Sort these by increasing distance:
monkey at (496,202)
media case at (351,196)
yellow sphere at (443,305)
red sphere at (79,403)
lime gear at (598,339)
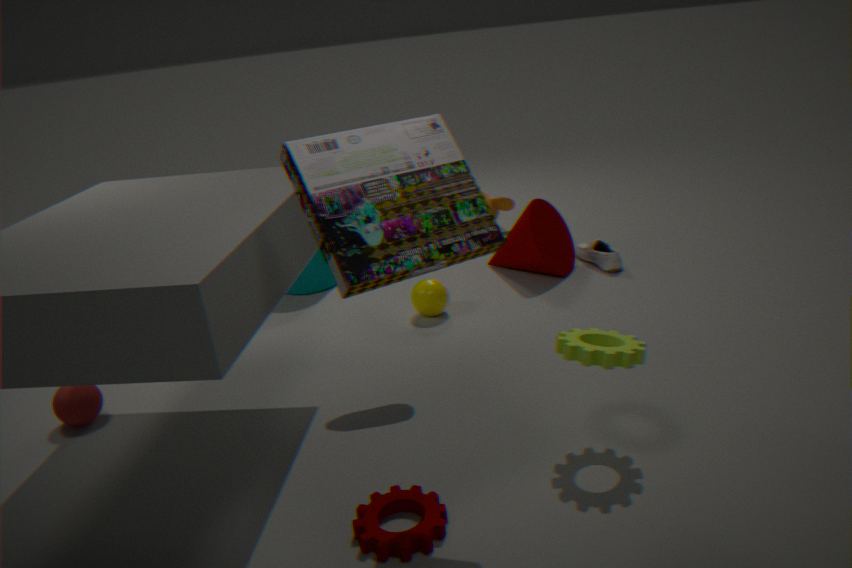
media case at (351,196), lime gear at (598,339), red sphere at (79,403), yellow sphere at (443,305), monkey at (496,202)
